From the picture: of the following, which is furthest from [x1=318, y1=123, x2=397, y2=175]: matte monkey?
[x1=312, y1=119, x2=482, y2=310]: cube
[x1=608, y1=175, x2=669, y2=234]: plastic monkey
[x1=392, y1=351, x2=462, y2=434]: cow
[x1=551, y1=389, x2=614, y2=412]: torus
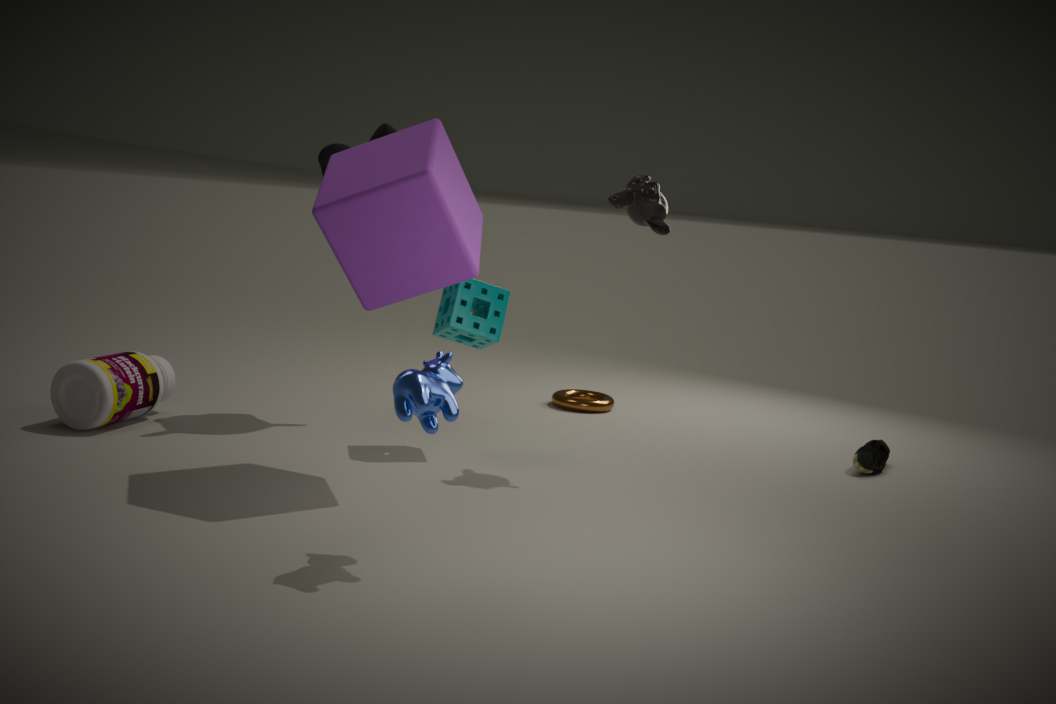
[x1=392, y1=351, x2=462, y2=434]: cow
